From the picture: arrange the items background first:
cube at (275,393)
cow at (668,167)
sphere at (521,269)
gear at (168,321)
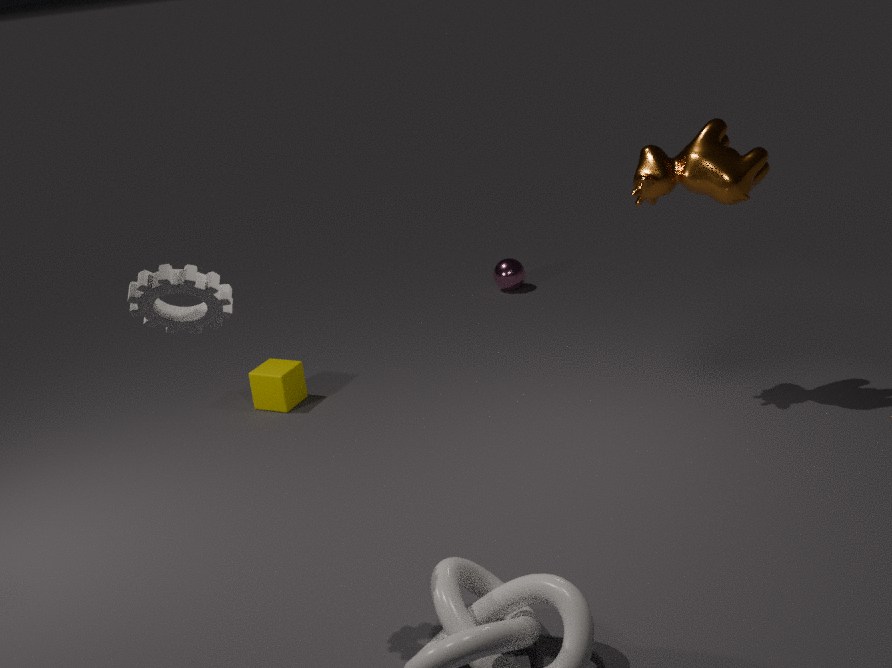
sphere at (521,269), cube at (275,393), cow at (668,167), gear at (168,321)
